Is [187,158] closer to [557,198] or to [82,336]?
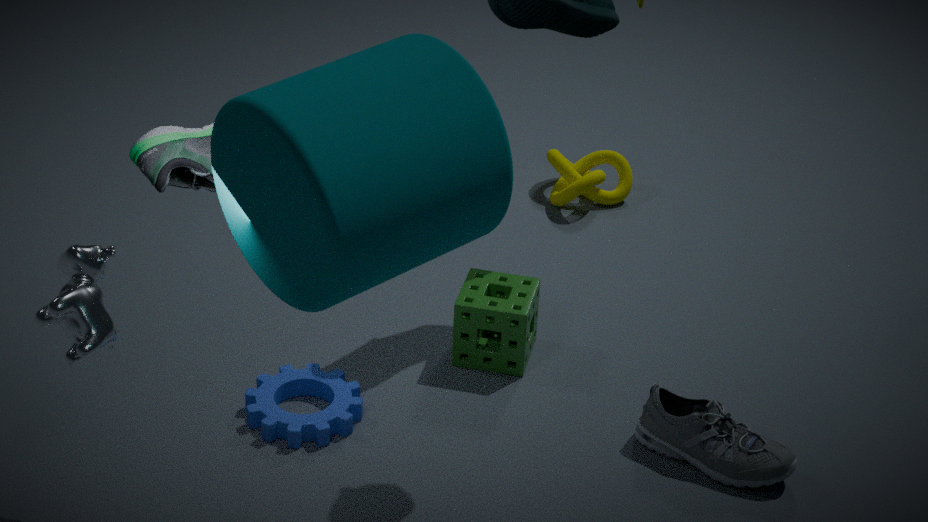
[82,336]
